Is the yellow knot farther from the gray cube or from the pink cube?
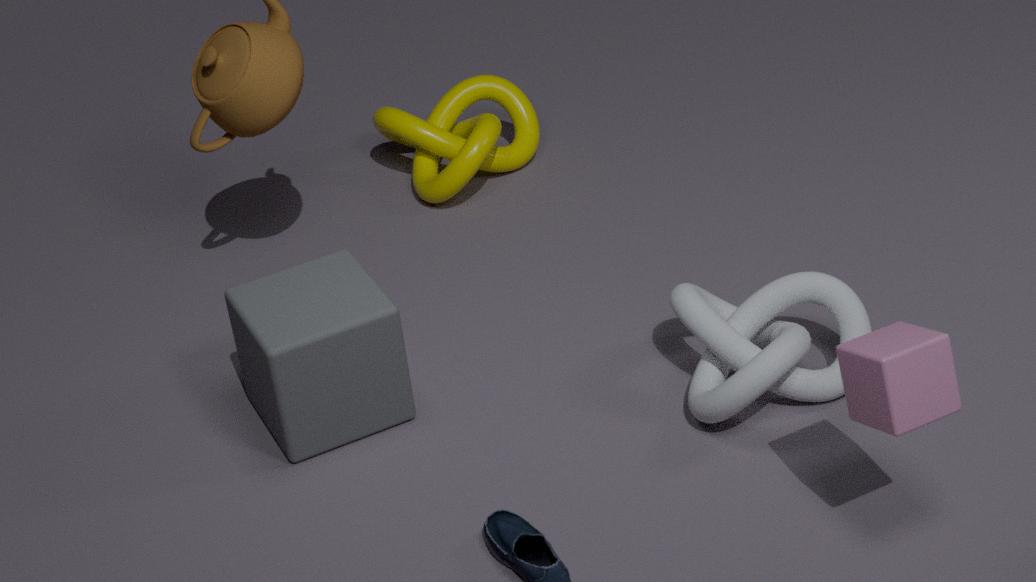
the pink cube
